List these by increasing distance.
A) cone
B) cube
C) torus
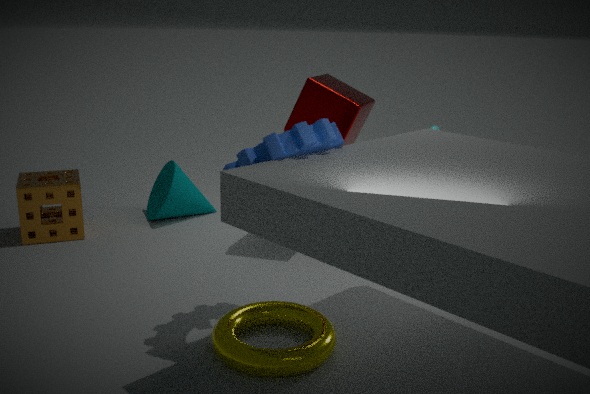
torus < cube < cone
